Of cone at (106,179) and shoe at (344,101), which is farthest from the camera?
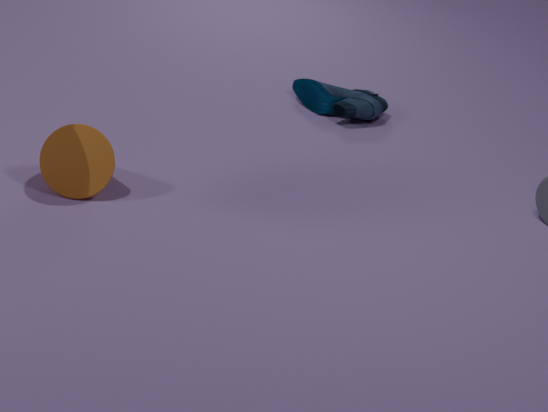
shoe at (344,101)
